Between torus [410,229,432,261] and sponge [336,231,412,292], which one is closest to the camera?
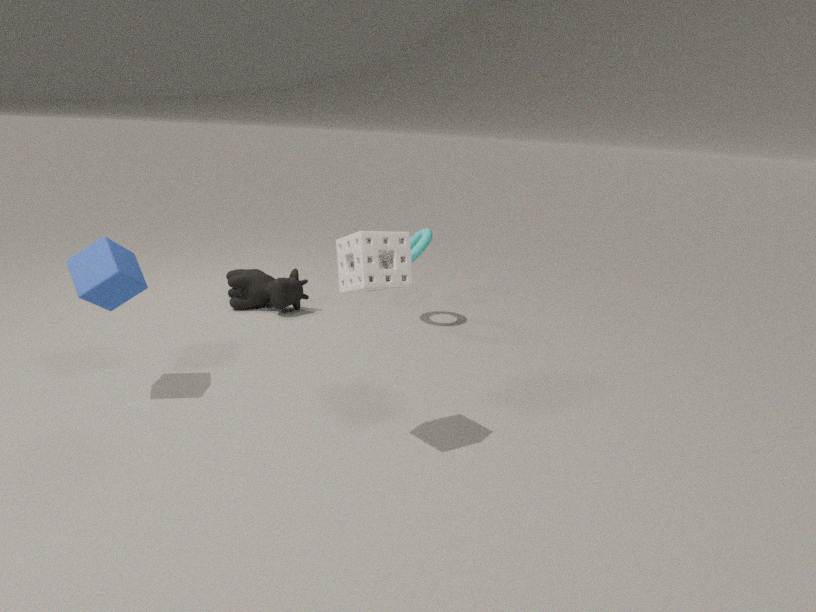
sponge [336,231,412,292]
